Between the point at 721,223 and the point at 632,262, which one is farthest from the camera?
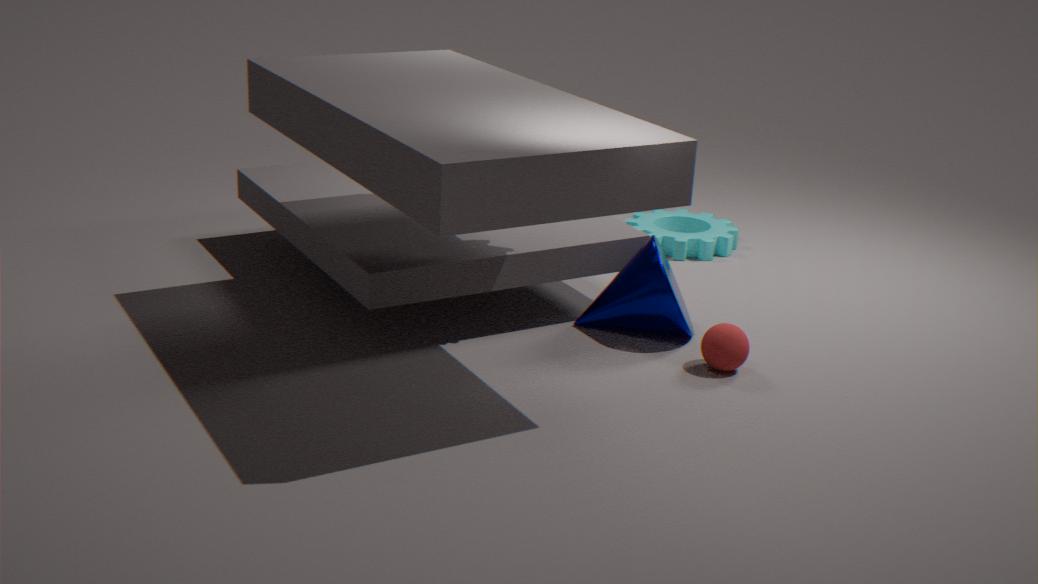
the point at 721,223
